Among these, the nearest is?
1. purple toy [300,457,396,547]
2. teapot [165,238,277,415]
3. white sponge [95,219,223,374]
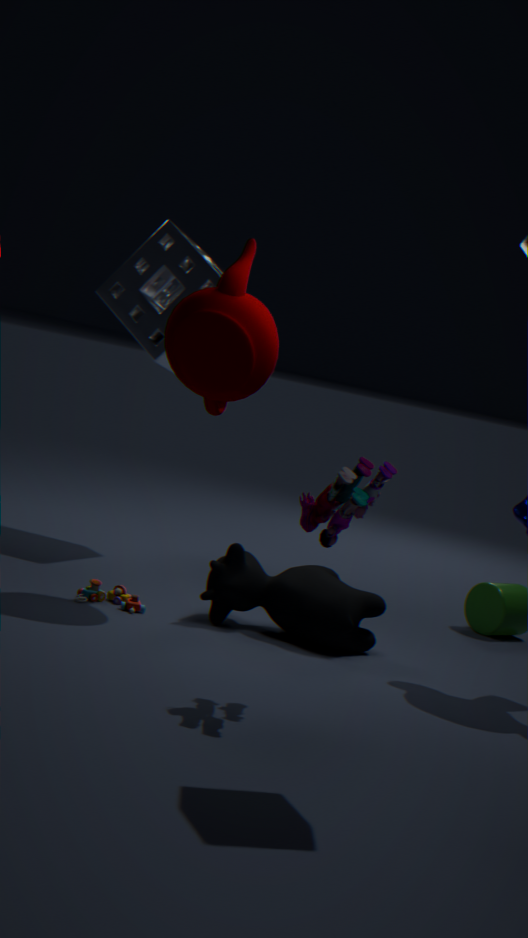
purple toy [300,457,396,547]
